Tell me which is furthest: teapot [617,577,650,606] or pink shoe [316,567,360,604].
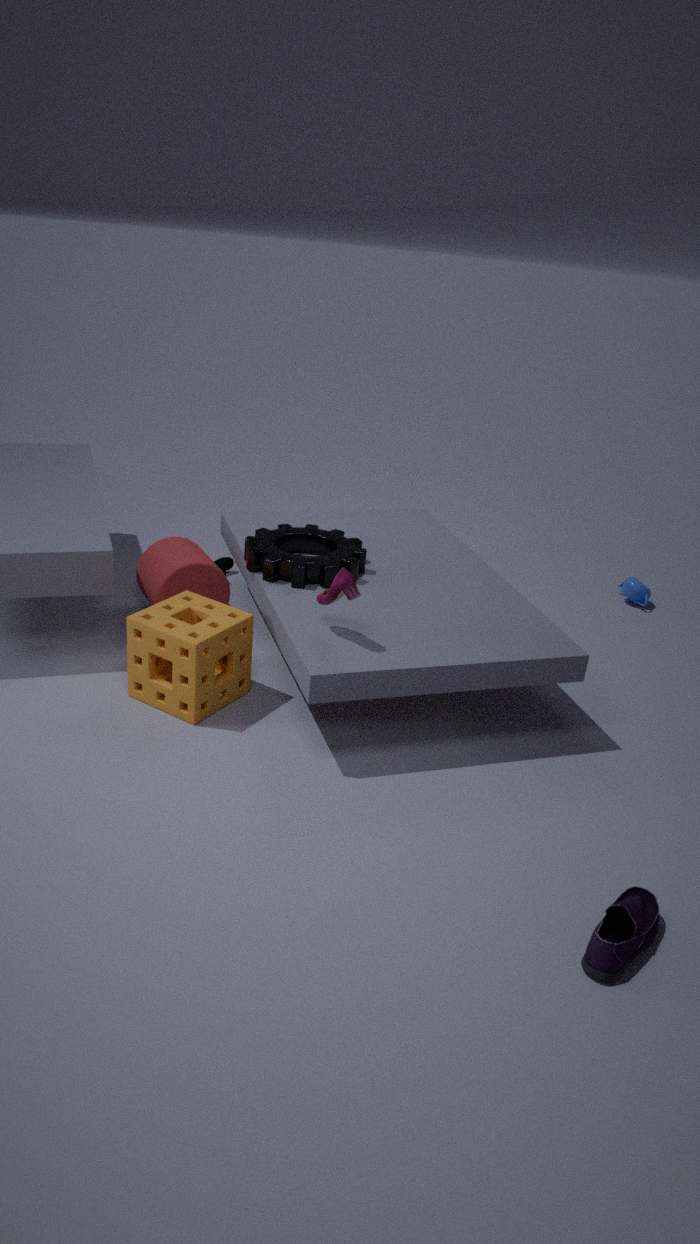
teapot [617,577,650,606]
